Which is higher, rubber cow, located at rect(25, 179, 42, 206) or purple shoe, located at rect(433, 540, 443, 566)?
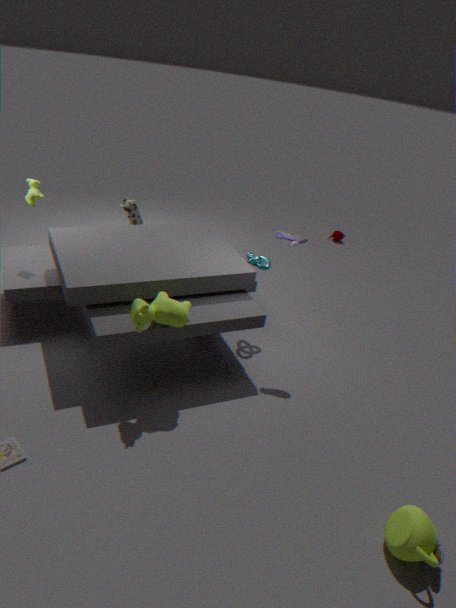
rubber cow, located at rect(25, 179, 42, 206)
